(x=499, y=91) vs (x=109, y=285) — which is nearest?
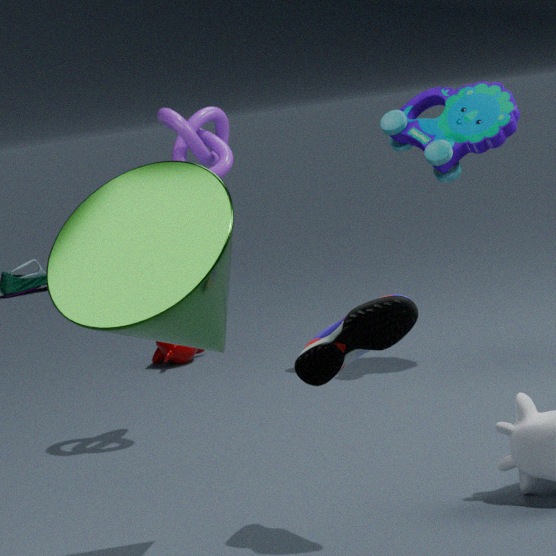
(x=109, y=285)
